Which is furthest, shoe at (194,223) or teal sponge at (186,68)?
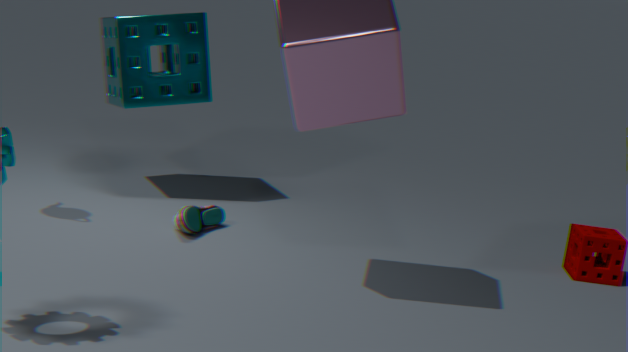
teal sponge at (186,68)
